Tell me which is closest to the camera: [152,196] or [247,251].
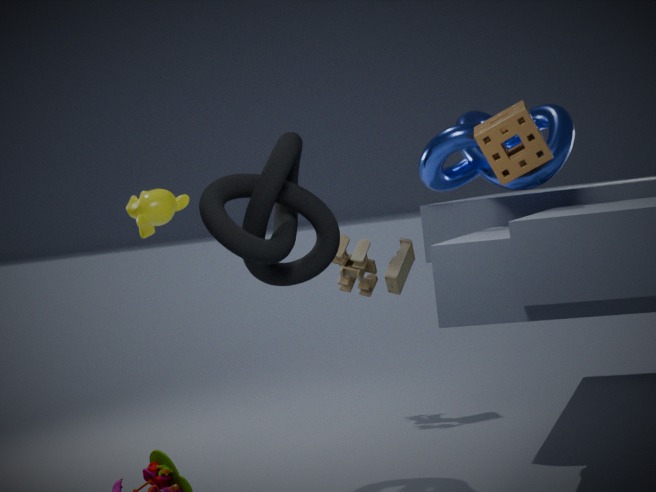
[247,251]
